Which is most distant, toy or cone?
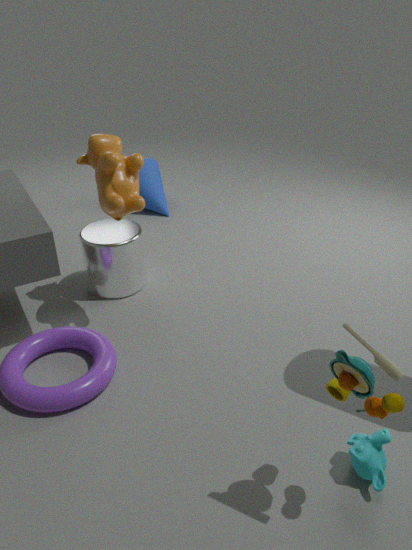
cone
